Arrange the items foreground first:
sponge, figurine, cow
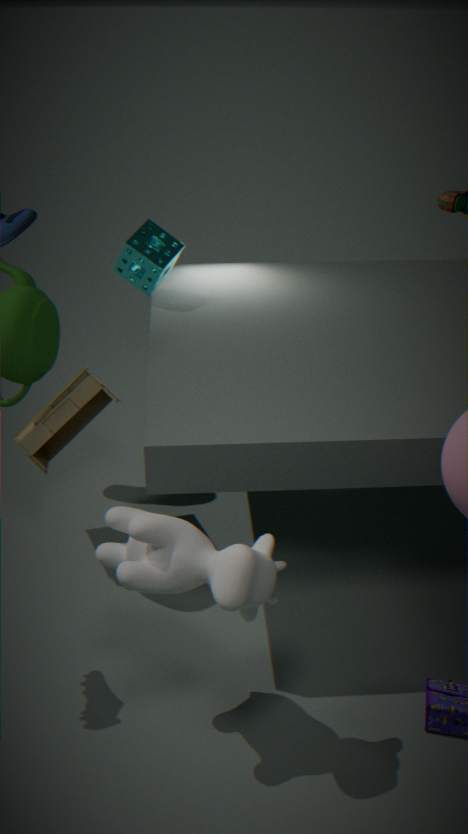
cow, figurine, sponge
